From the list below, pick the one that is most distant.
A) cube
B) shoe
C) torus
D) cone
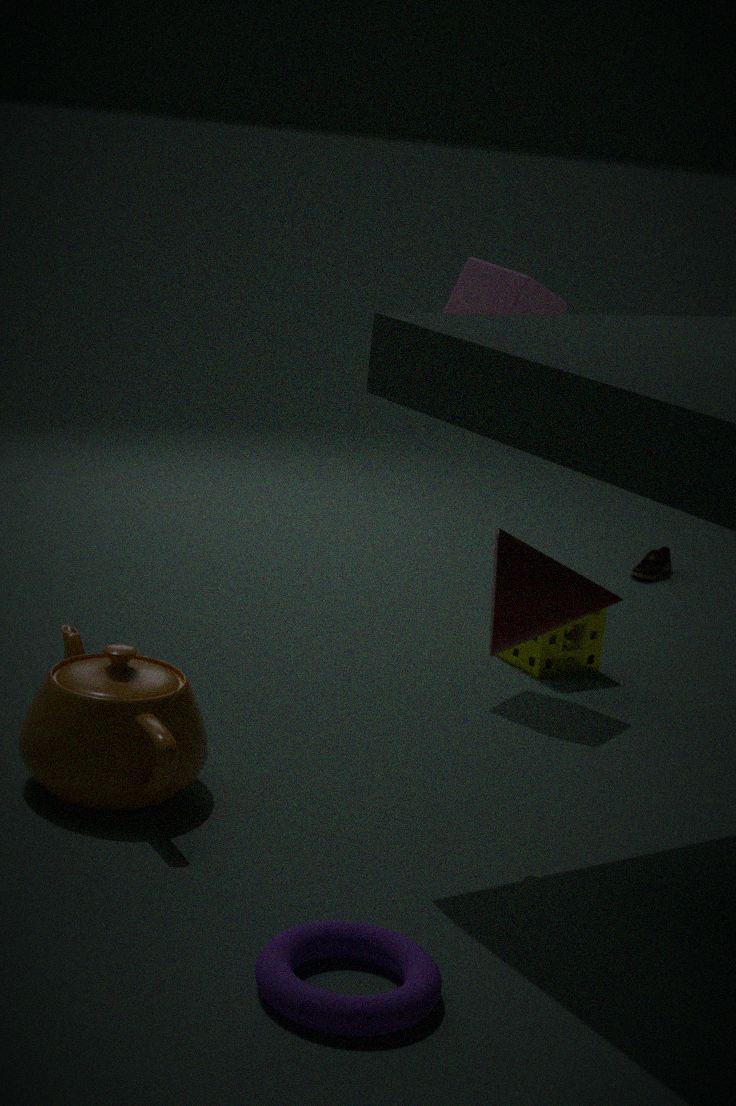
shoe
